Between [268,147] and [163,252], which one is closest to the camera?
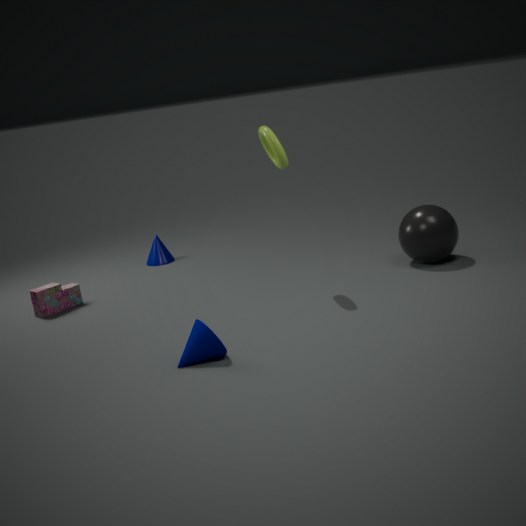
[268,147]
